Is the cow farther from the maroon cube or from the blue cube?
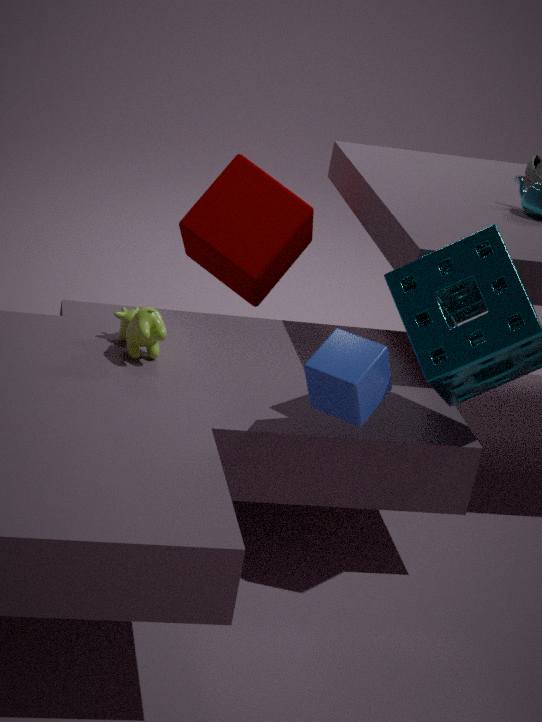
the maroon cube
